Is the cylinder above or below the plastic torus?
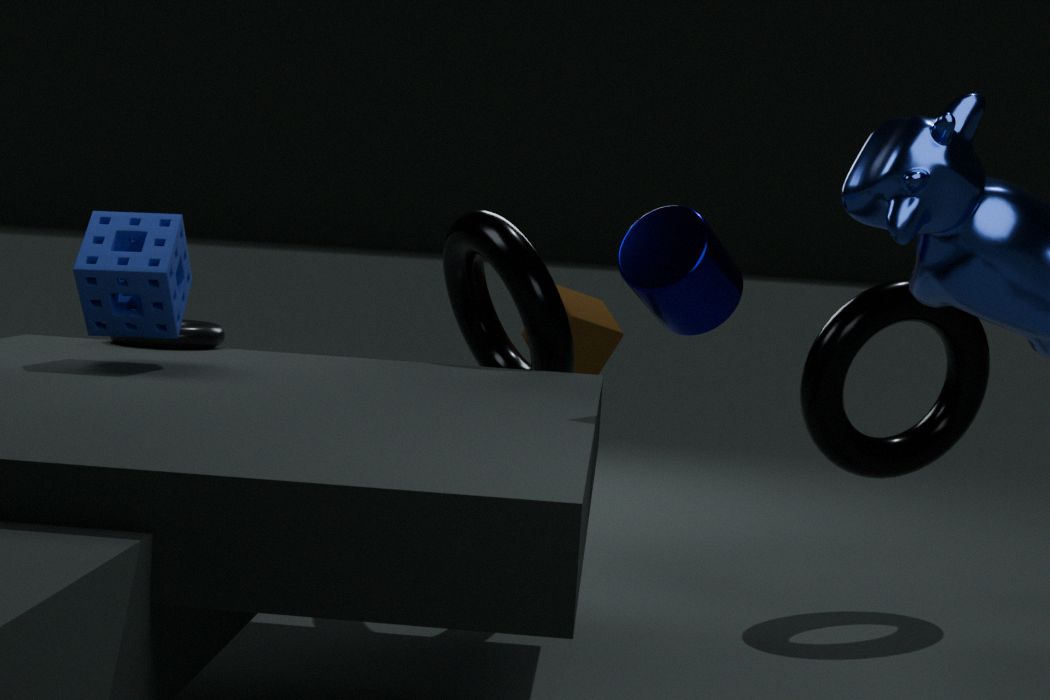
above
